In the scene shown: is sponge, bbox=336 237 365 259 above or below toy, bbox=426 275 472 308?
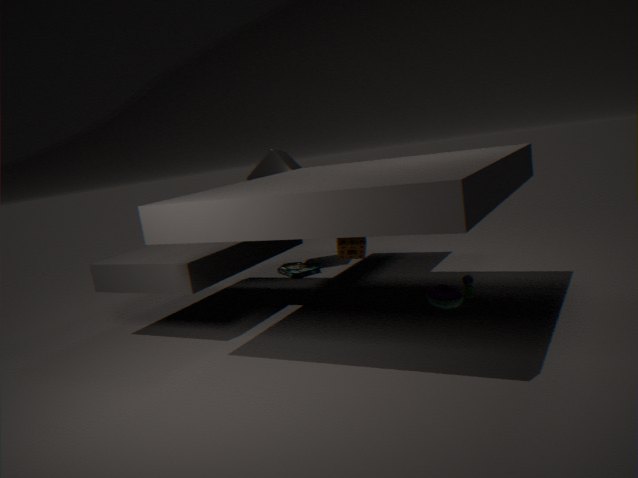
above
